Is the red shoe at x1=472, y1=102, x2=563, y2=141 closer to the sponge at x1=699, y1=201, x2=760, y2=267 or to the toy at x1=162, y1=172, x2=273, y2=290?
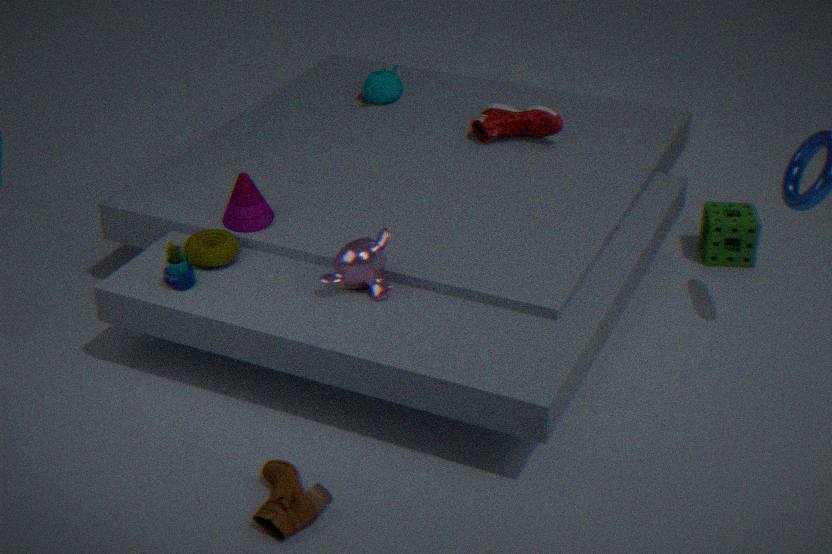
the sponge at x1=699, y1=201, x2=760, y2=267
